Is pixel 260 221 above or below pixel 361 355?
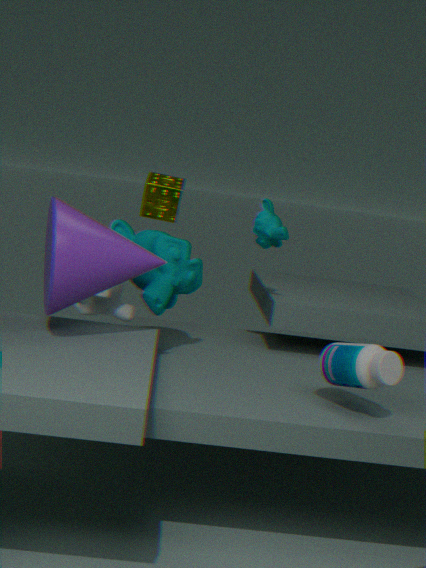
above
